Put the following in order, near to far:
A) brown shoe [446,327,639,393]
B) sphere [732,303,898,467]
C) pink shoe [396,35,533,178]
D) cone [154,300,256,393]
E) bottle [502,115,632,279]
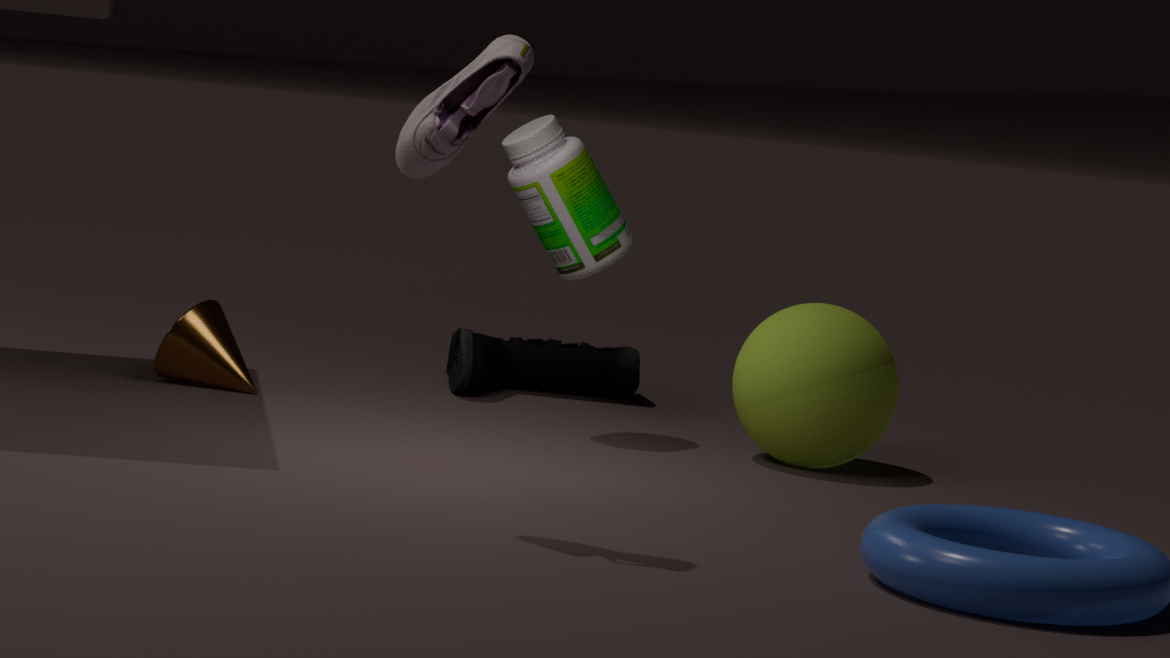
pink shoe [396,35,533,178] → sphere [732,303,898,467] → bottle [502,115,632,279] → cone [154,300,256,393] → brown shoe [446,327,639,393]
